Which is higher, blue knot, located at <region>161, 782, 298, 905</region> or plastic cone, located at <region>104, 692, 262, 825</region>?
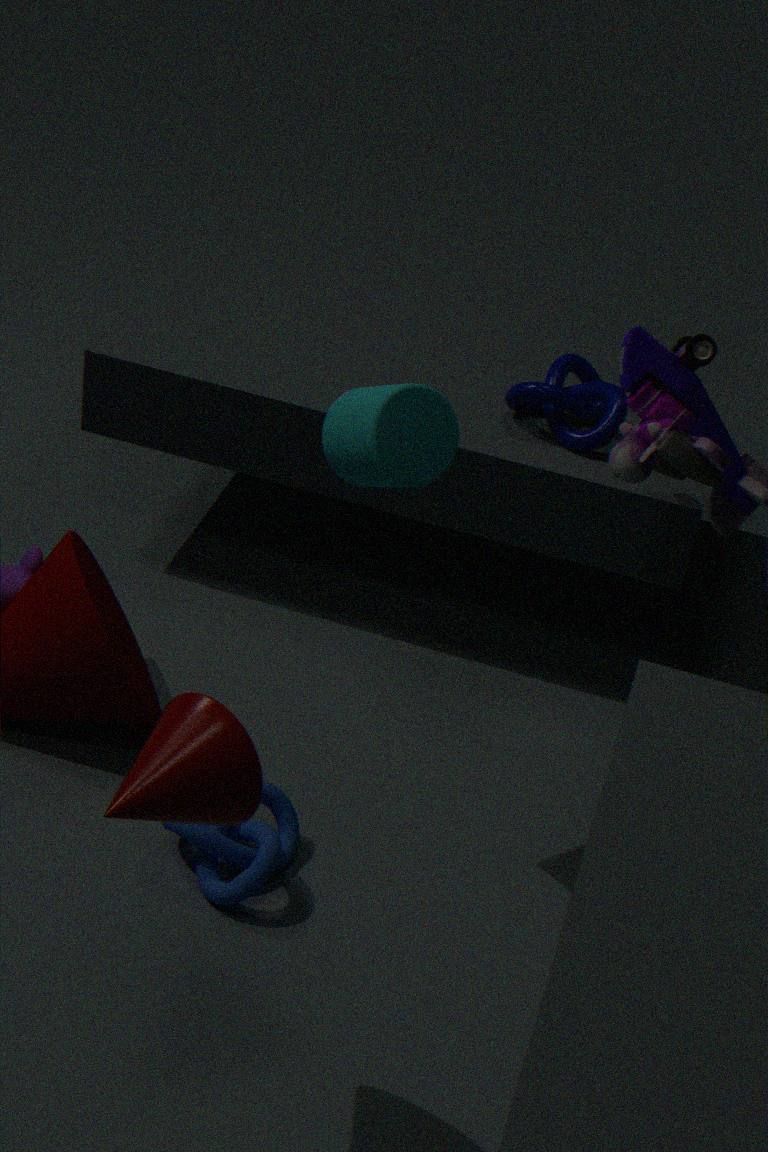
plastic cone, located at <region>104, 692, 262, 825</region>
